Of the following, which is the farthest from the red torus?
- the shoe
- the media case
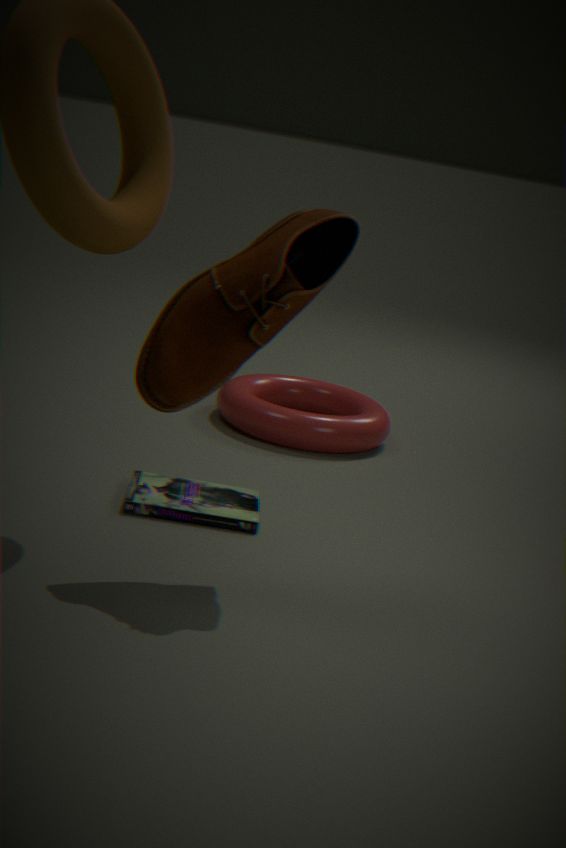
the shoe
